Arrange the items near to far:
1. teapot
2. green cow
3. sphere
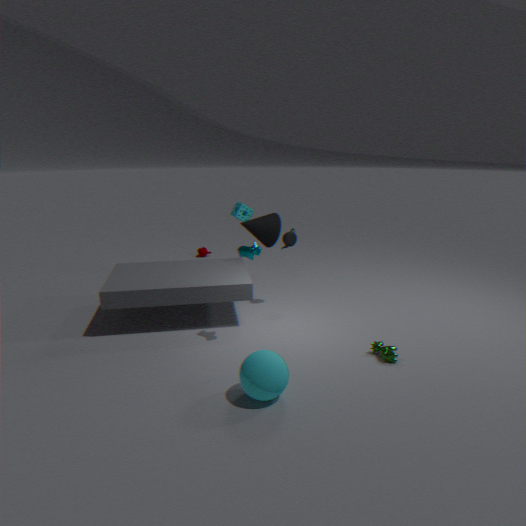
sphere < green cow < teapot
